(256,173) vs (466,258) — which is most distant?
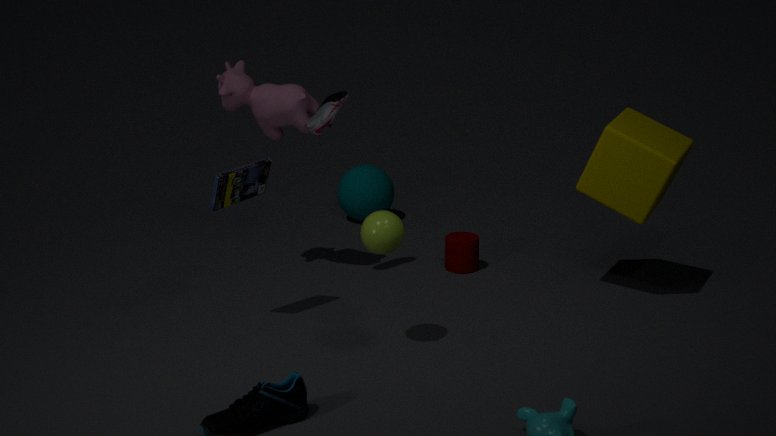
(466,258)
